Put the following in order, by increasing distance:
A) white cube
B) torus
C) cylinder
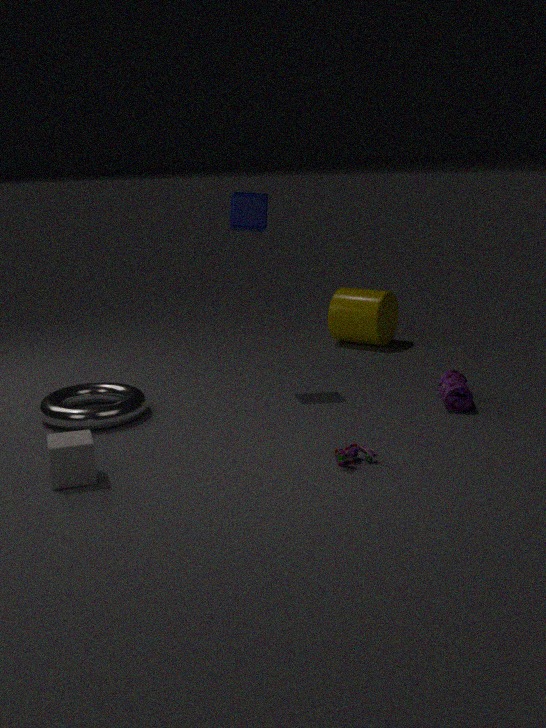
white cube, torus, cylinder
